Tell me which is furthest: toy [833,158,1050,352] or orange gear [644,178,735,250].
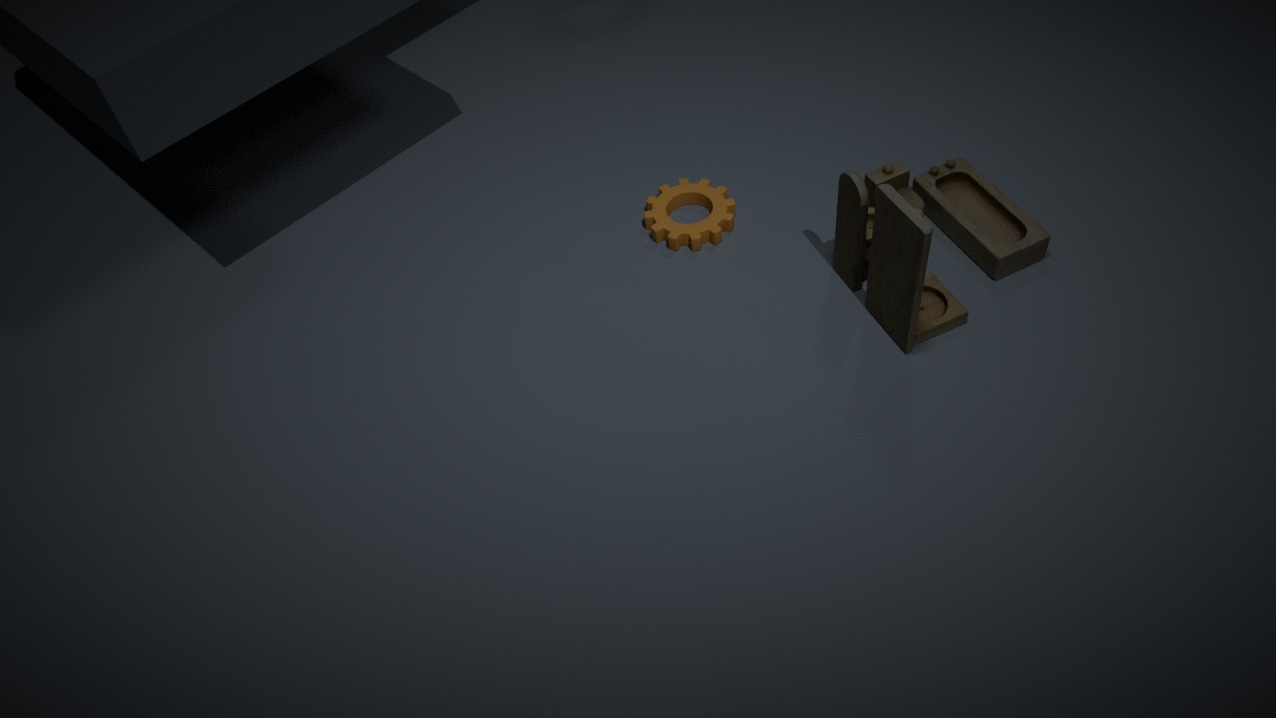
orange gear [644,178,735,250]
